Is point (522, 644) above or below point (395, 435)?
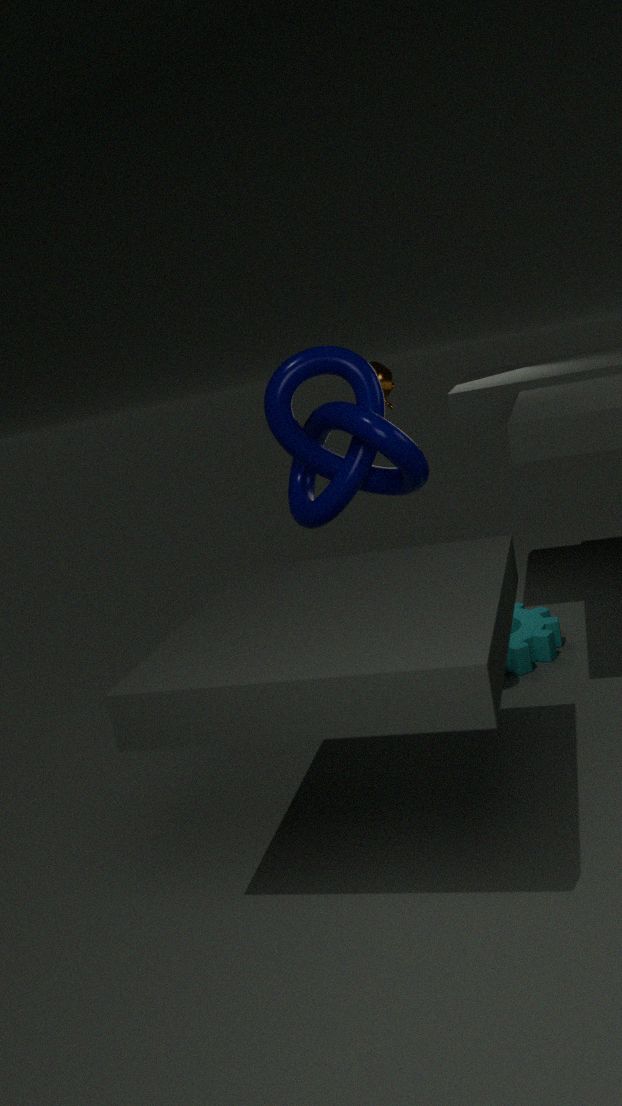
below
